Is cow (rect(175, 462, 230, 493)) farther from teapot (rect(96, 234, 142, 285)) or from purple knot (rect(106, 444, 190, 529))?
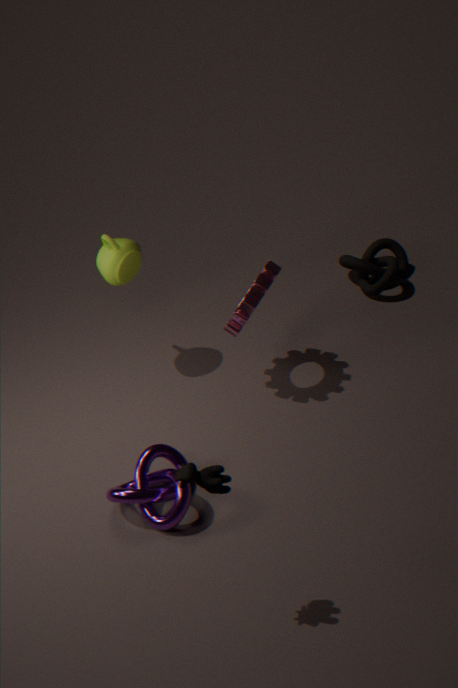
teapot (rect(96, 234, 142, 285))
